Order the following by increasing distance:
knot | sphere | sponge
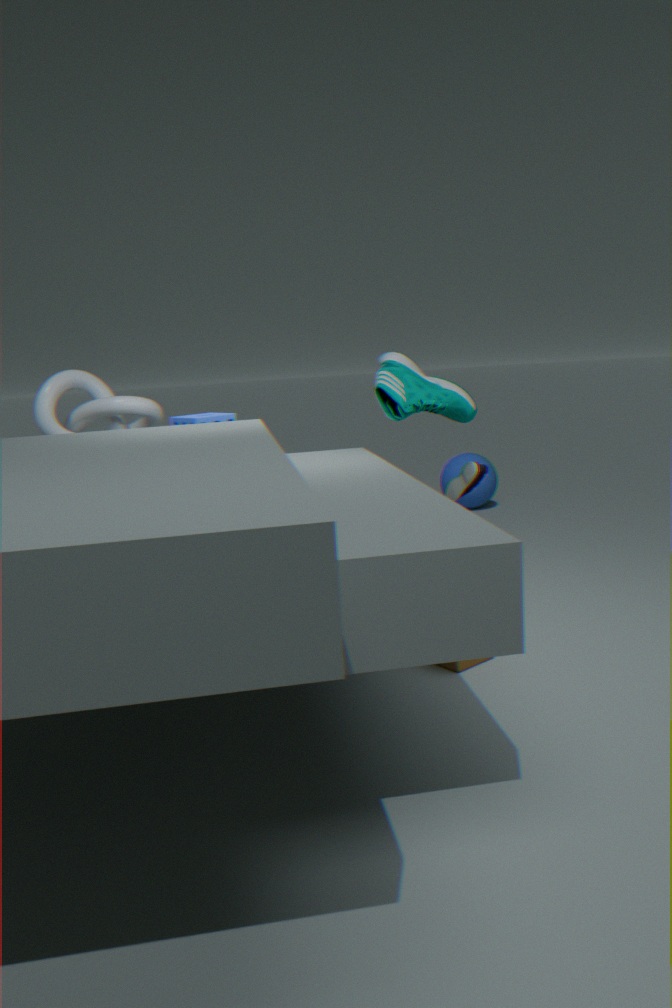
sponge → knot → sphere
